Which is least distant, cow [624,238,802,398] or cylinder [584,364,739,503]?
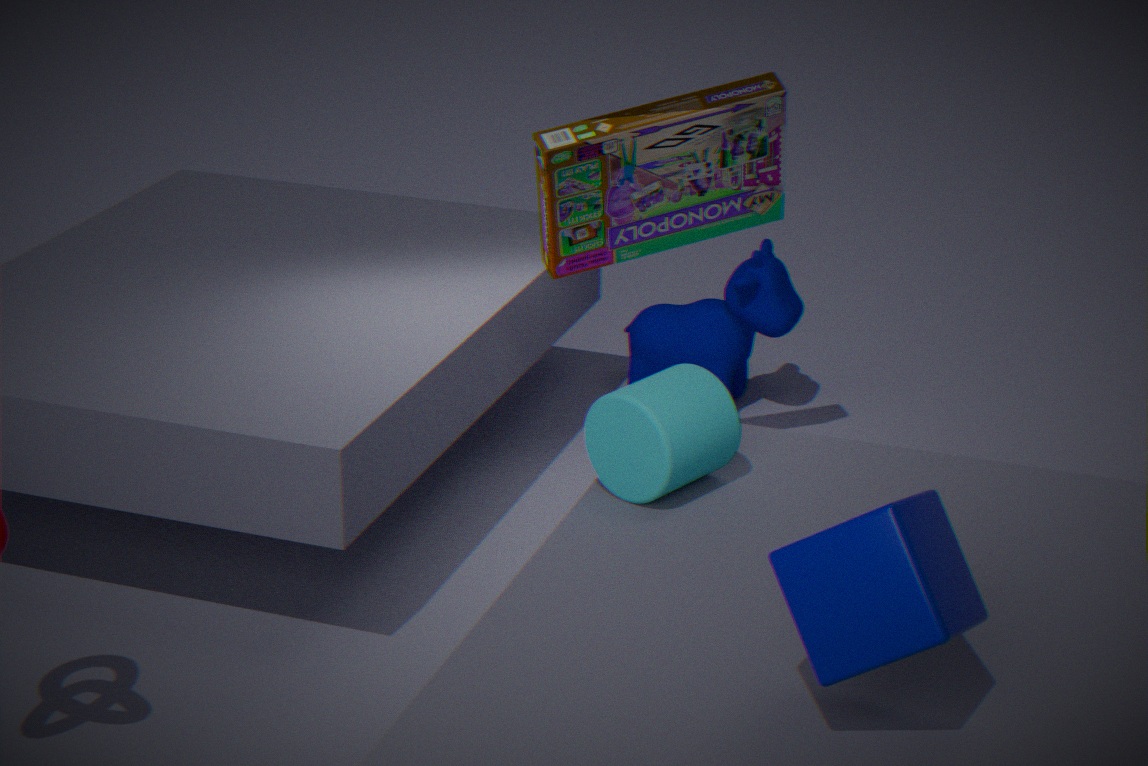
cylinder [584,364,739,503]
